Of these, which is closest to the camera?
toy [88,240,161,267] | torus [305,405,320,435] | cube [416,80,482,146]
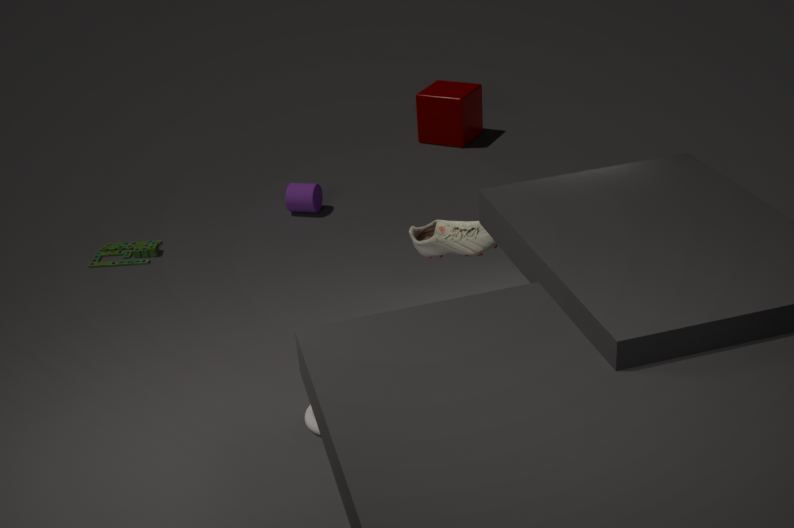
torus [305,405,320,435]
